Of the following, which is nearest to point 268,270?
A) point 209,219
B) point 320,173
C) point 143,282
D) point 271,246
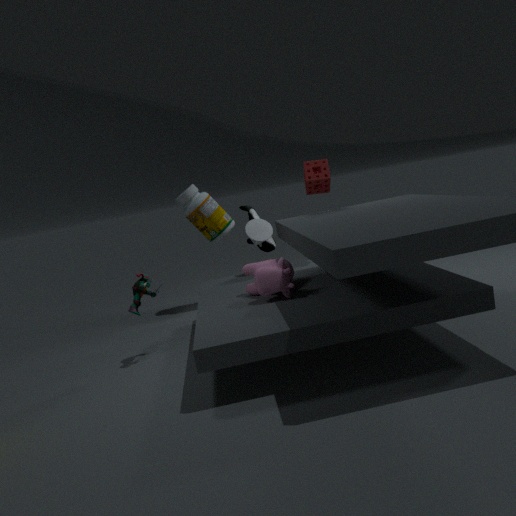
point 143,282
